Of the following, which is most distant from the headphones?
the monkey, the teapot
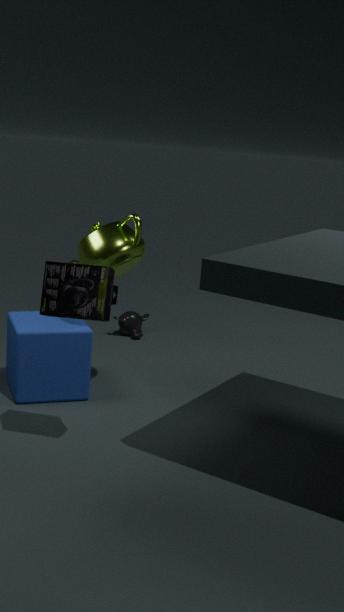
the monkey
